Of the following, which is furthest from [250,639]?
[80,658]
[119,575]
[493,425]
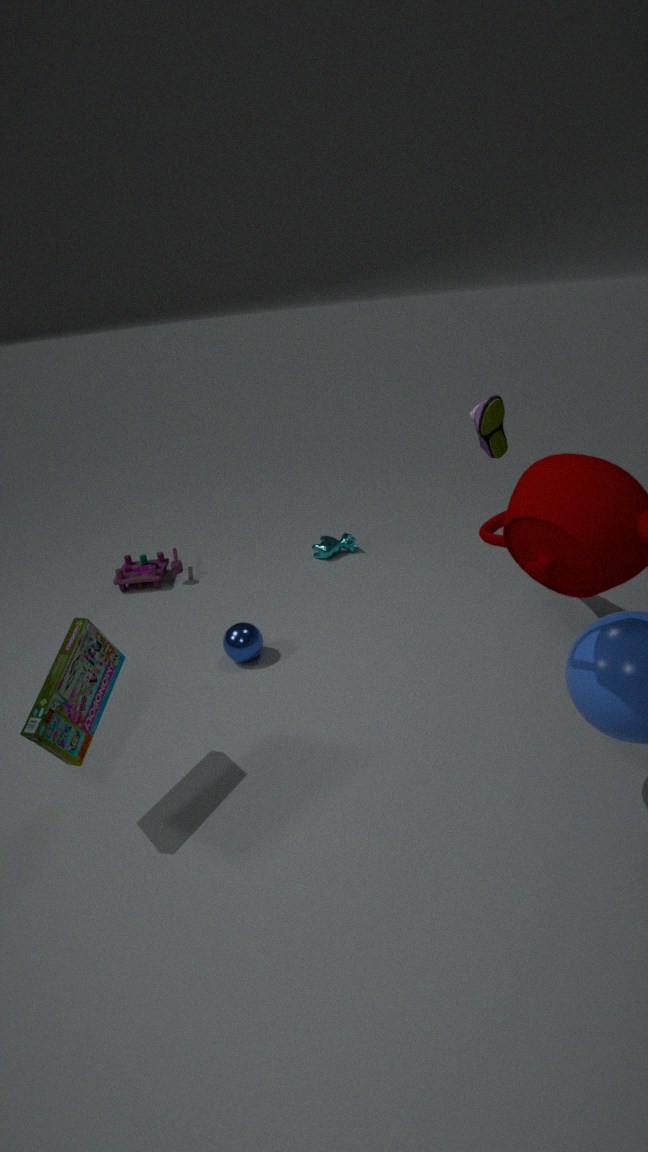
[493,425]
